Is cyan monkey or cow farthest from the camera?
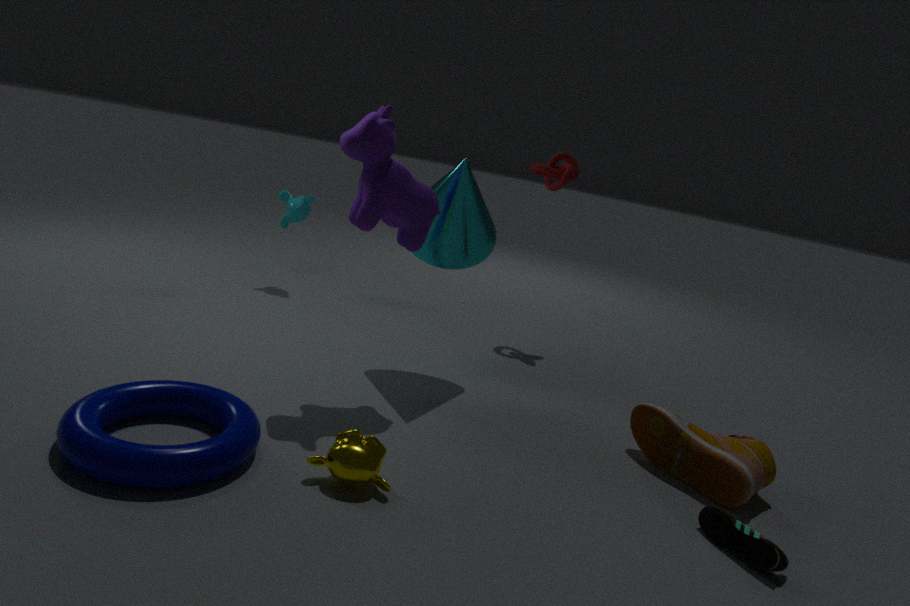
cyan monkey
